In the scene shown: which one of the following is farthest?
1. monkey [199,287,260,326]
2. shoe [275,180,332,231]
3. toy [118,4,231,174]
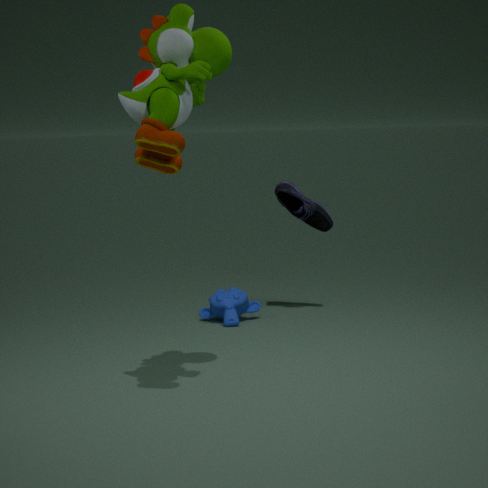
shoe [275,180,332,231]
